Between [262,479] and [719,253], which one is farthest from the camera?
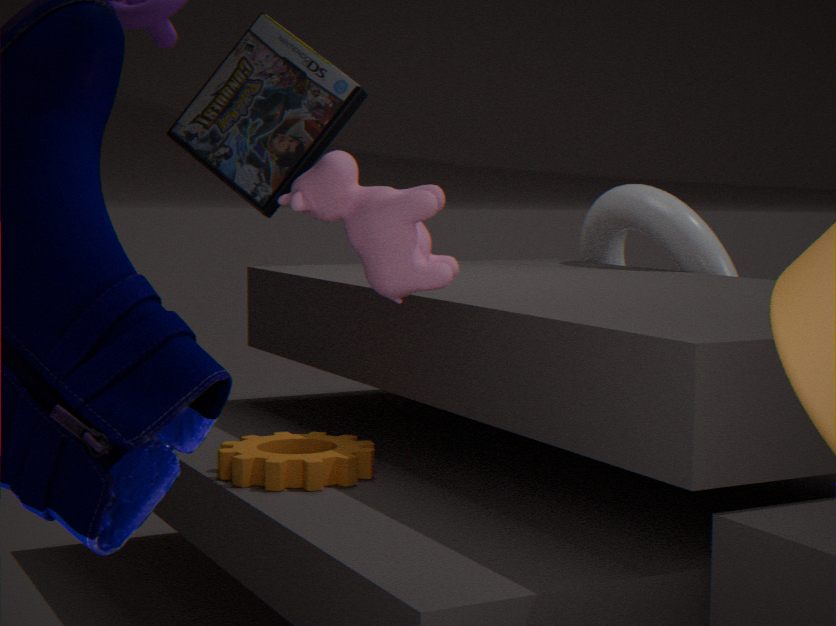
[719,253]
